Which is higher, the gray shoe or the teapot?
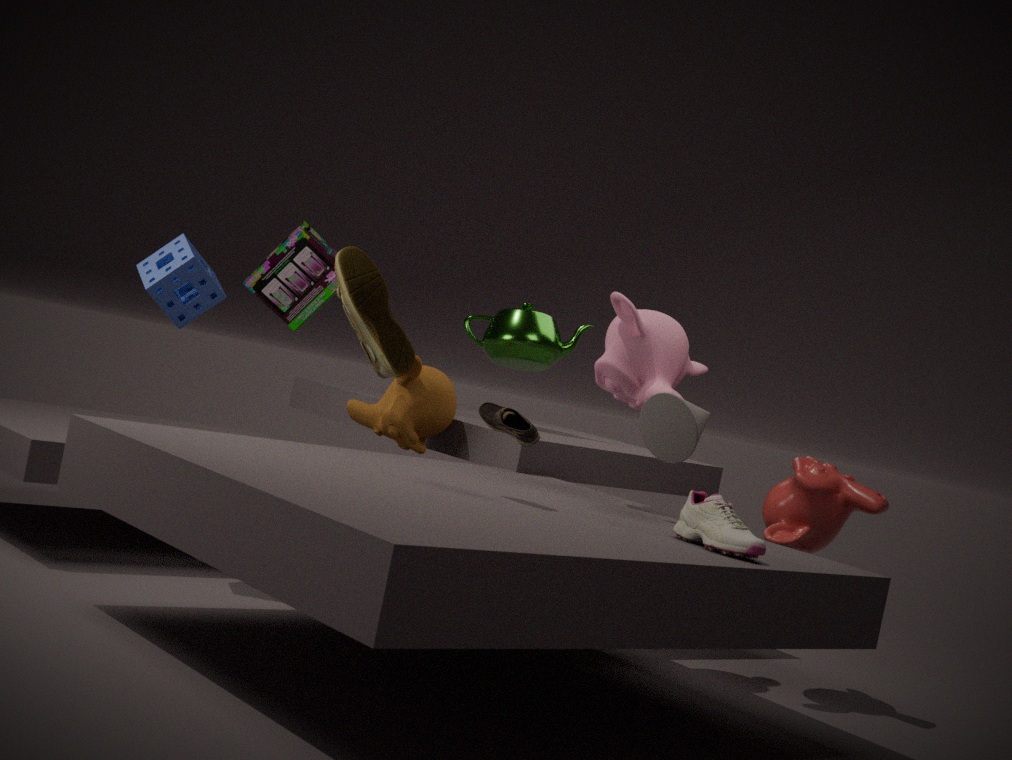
the teapot
